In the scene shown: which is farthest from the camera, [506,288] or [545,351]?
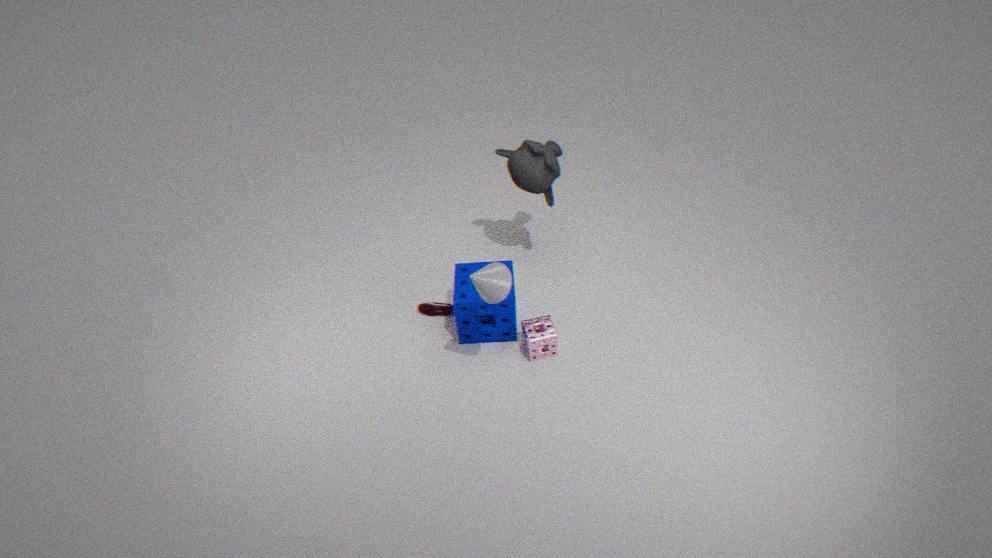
[545,351]
